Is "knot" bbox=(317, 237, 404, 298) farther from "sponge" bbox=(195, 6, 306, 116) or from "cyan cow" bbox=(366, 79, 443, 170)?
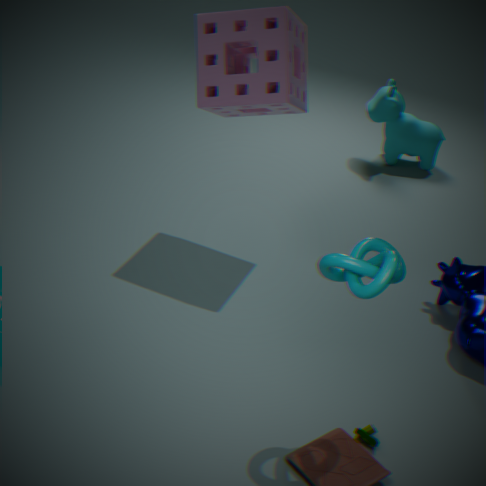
"cyan cow" bbox=(366, 79, 443, 170)
